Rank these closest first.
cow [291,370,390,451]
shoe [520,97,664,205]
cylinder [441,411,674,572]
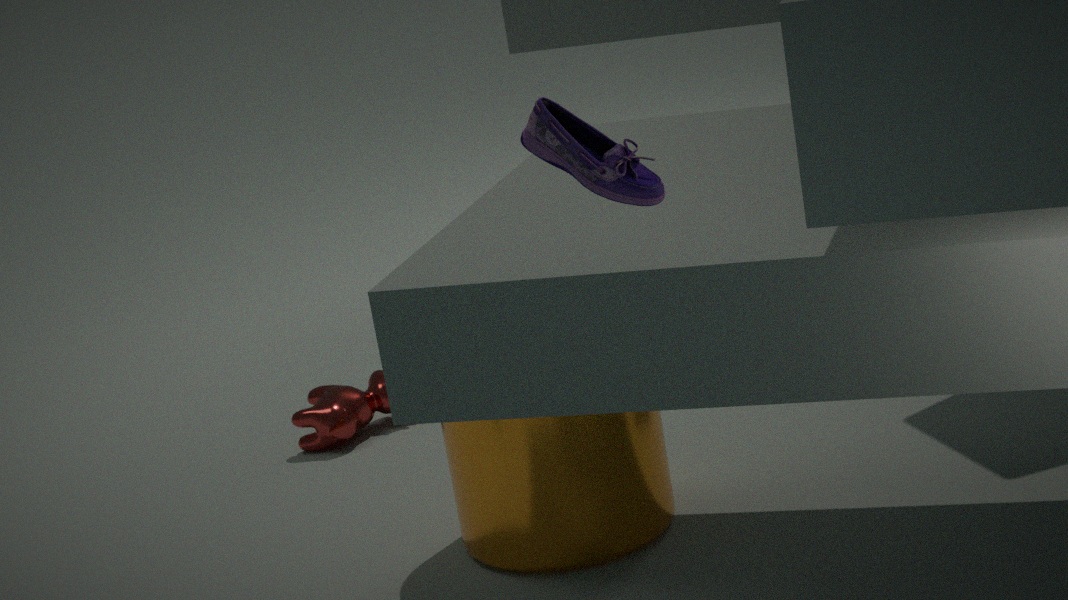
shoe [520,97,664,205], cylinder [441,411,674,572], cow [291,370,390,451]
